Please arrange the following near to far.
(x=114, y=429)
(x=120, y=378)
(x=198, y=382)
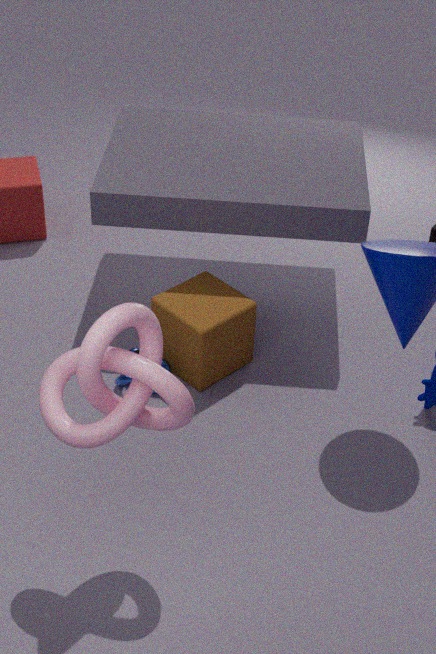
(x=114, y=429) → (x=120, y=378) → (x=198, y=382)
